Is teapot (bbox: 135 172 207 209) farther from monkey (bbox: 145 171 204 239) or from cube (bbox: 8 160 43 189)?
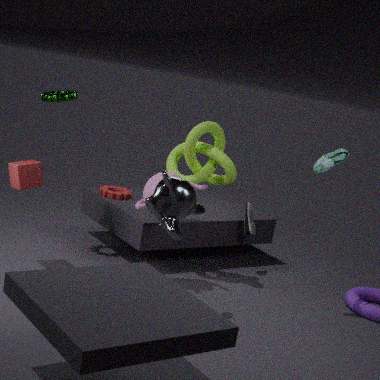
cube (bbox: 8 160 43 189)
